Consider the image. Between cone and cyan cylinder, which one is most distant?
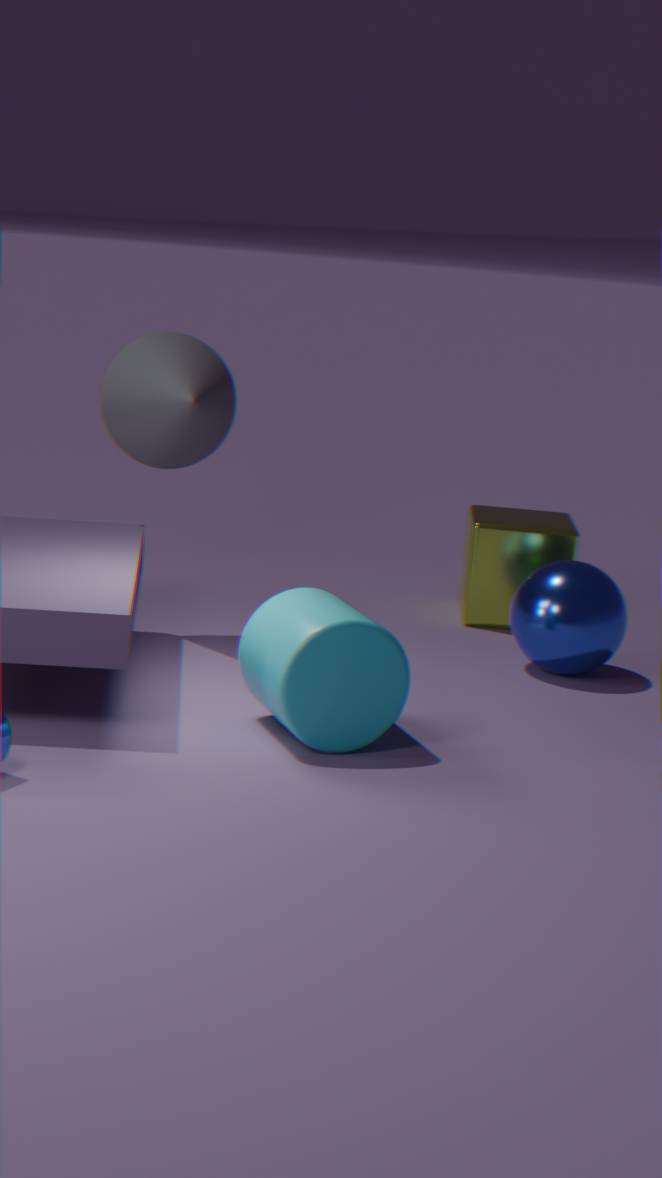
cone
